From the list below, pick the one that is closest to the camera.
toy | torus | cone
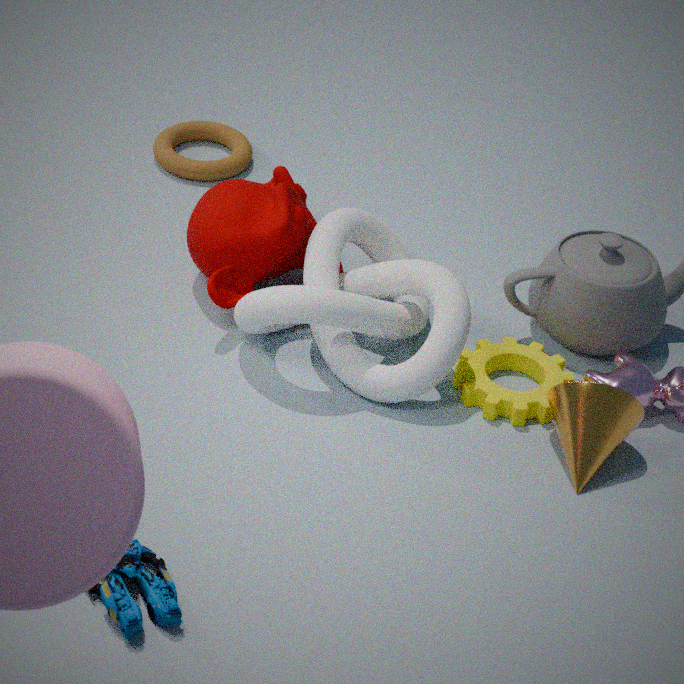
toy
